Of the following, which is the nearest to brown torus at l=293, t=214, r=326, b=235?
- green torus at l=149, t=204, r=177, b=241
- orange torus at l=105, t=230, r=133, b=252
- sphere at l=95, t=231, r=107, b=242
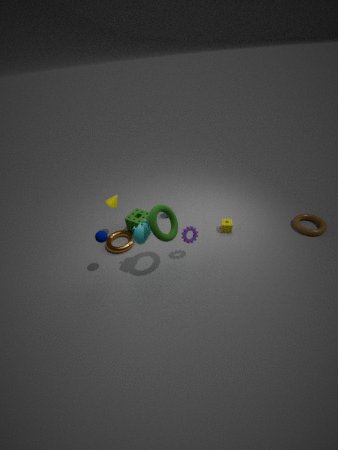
green torus at l=149, t=204, r=177, b=241
